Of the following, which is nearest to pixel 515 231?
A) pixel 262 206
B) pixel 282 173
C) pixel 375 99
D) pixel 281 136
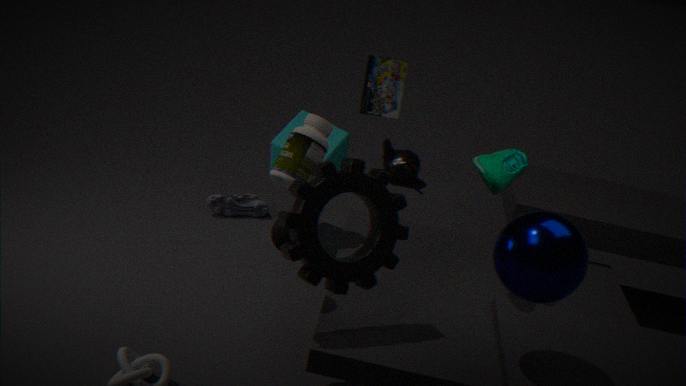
pixel 282 173
